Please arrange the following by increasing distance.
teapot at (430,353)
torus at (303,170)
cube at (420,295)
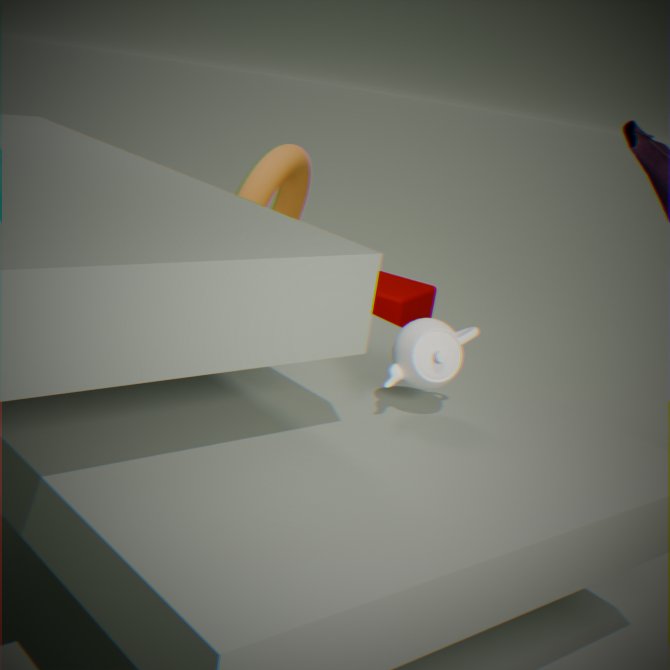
teapot at (430,353) → torus at (303,170) → cube at (420,295)
